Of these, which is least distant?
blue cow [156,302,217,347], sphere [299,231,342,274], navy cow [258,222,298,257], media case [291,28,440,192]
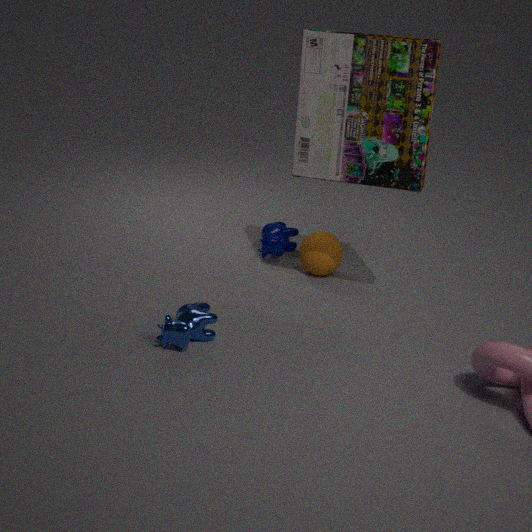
blue cow [156,302,217,347]
